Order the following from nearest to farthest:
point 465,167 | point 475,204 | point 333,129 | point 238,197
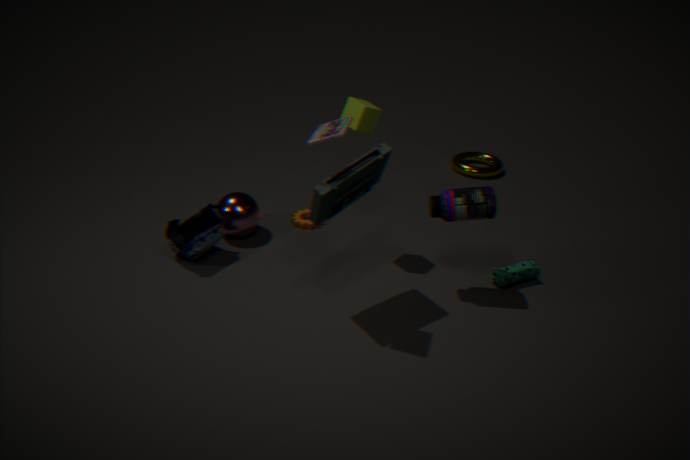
point 333,129 → point 475,204 → point 238,197 → point 465,167
